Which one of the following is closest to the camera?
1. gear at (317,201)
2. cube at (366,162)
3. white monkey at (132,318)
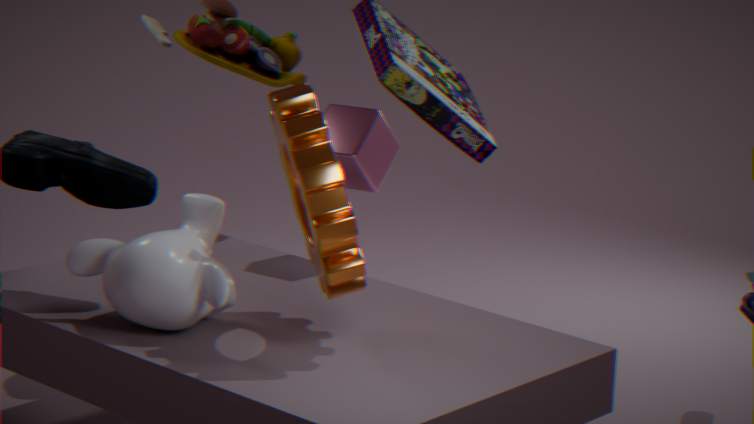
gear at (317,201)
